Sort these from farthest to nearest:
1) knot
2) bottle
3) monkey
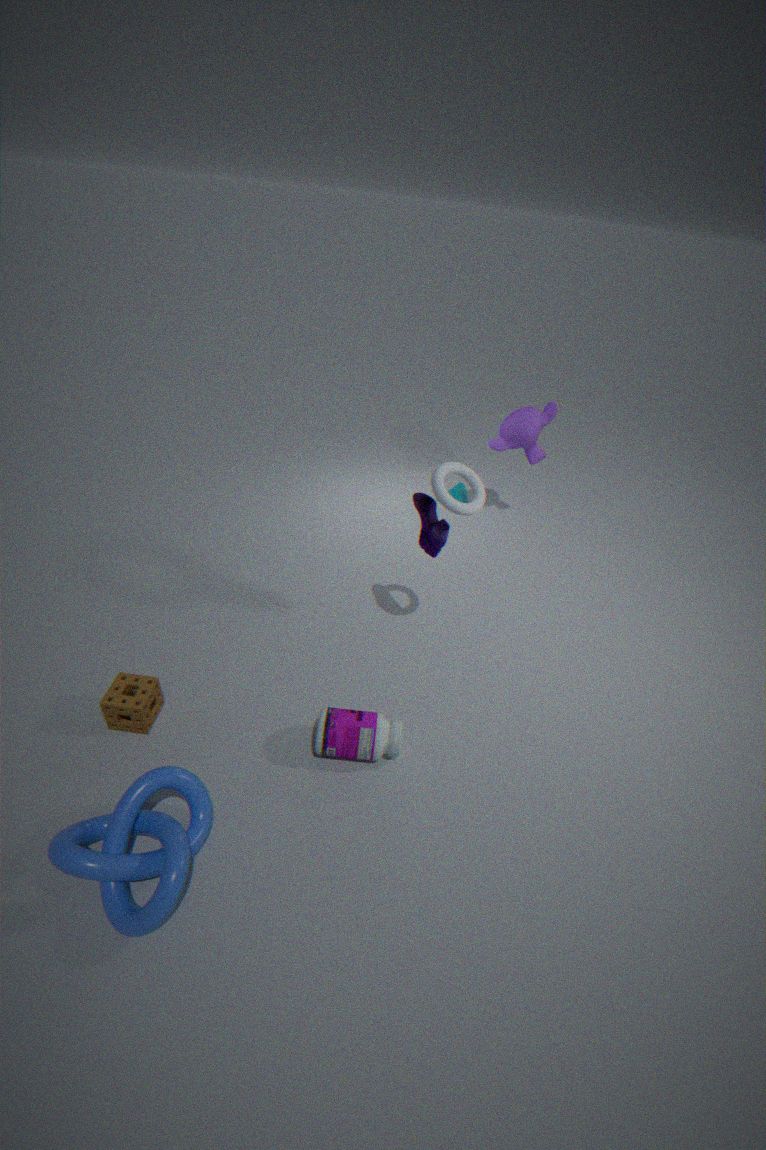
3. monkey < 2. bottle < 1. knot
